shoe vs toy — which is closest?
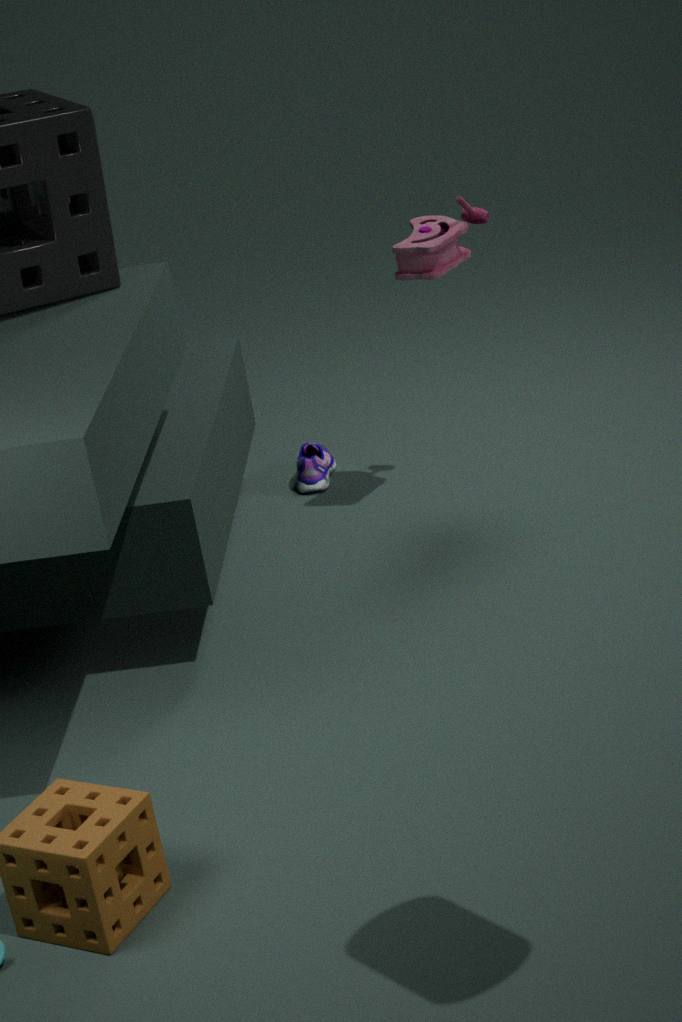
toy
